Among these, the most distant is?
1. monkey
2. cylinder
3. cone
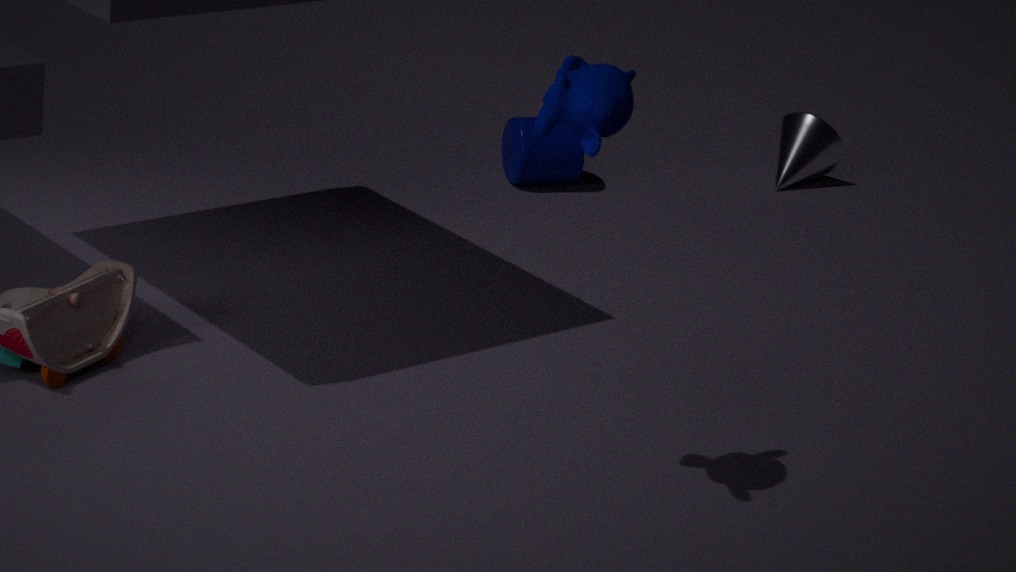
cone
